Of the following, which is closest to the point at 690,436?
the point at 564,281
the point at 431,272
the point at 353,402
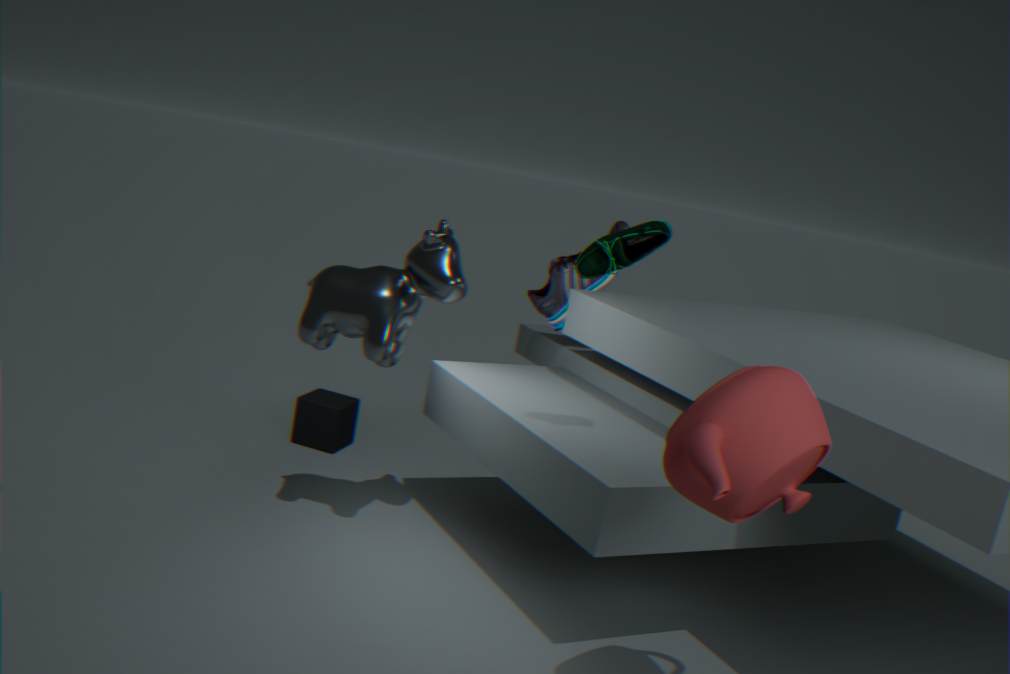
the point at 431,272
